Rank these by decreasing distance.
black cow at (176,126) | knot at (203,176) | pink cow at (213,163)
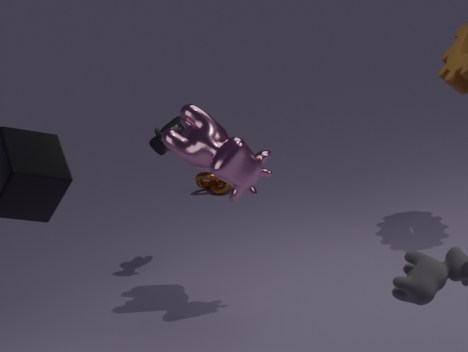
knot at (203,176) → black cow at (176,126) → pink cow at (213,163)
